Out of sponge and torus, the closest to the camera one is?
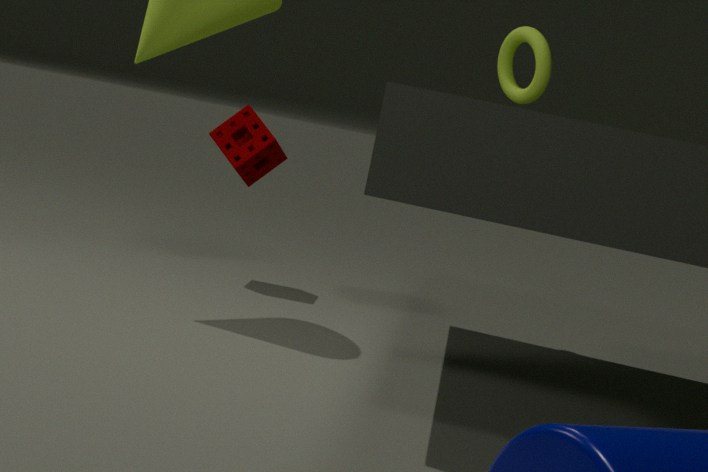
torus
